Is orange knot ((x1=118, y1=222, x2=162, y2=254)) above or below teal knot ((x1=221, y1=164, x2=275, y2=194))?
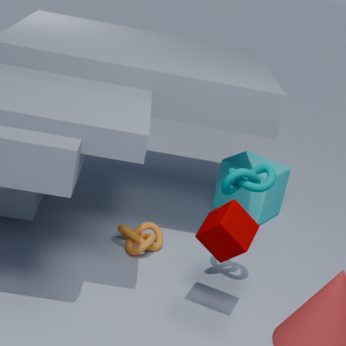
below
